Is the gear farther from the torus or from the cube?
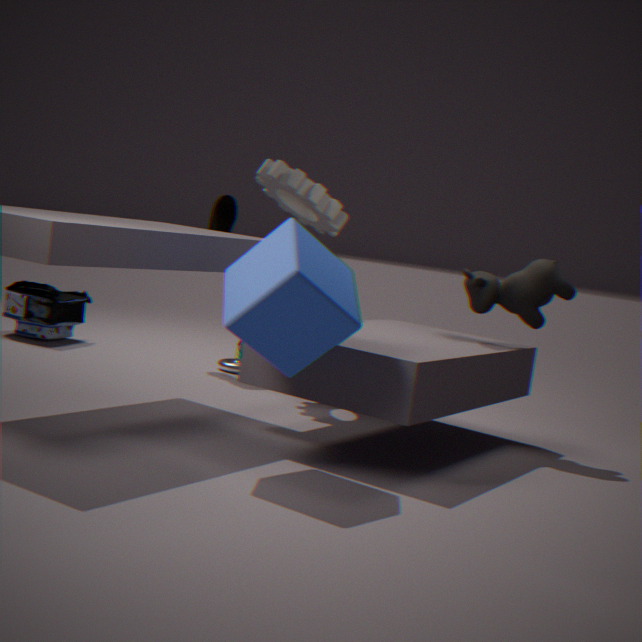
the cube
